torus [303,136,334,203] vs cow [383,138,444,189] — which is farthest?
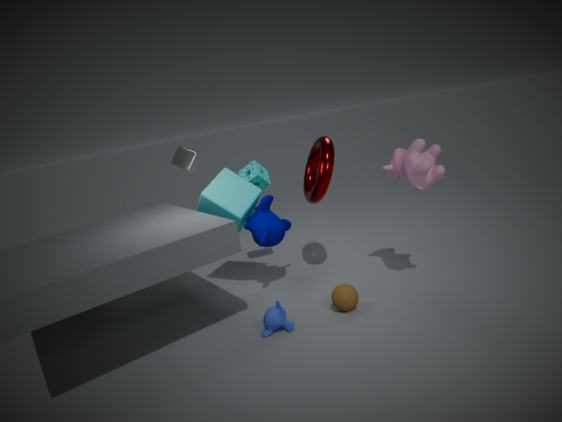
torus [303,136,334,203]
